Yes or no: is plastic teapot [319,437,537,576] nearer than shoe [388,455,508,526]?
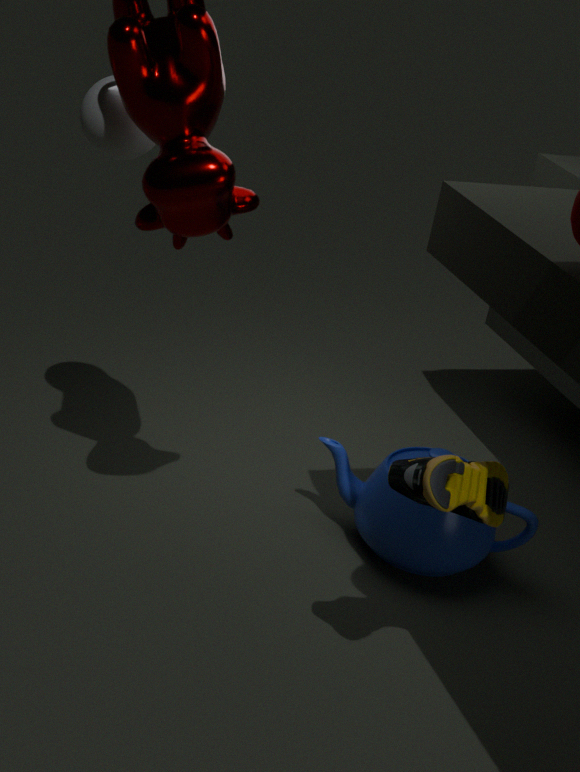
No
